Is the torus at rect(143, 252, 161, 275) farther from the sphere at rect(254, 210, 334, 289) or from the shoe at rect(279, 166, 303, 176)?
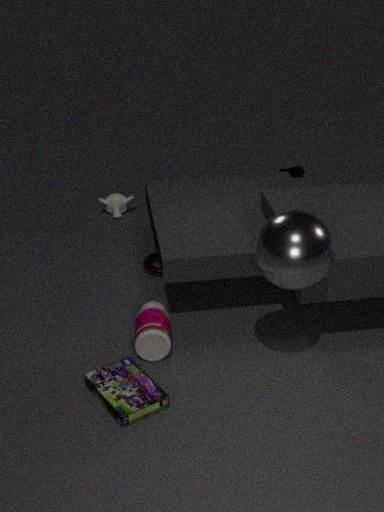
the shoe at rect(279, 166, 303, 176)
